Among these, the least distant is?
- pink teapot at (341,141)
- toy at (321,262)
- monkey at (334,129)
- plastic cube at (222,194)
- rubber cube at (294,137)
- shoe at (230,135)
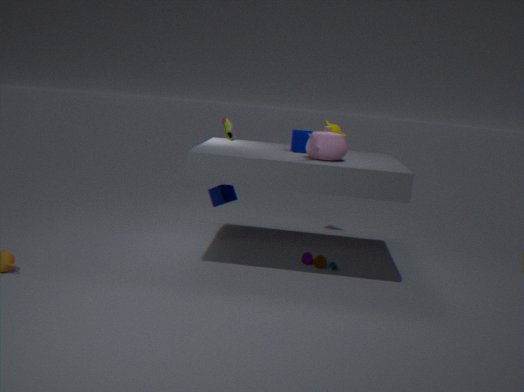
pink teapot at (341,141)
